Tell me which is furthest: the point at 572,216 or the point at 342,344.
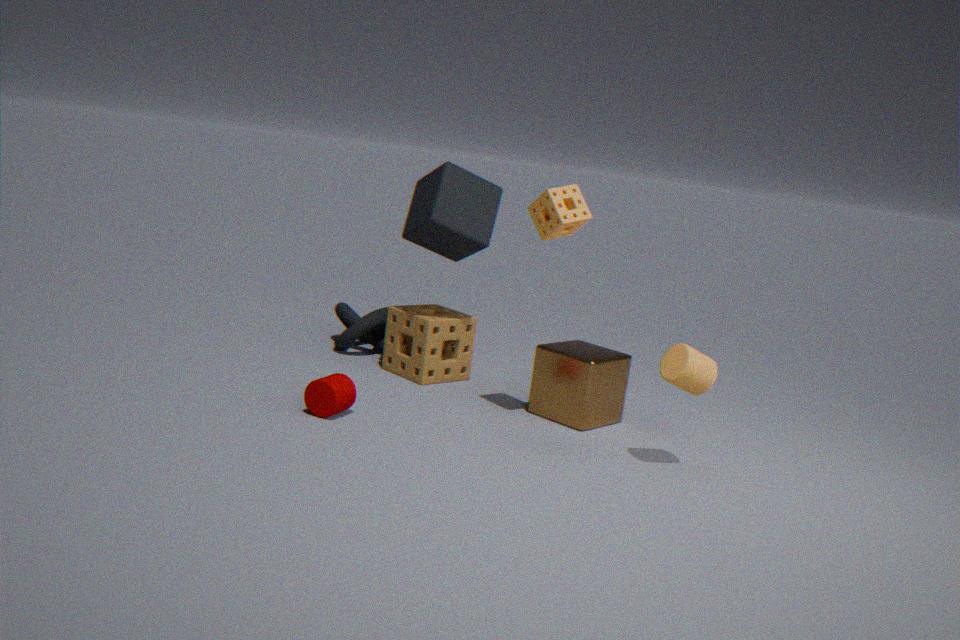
the point at 342,344
